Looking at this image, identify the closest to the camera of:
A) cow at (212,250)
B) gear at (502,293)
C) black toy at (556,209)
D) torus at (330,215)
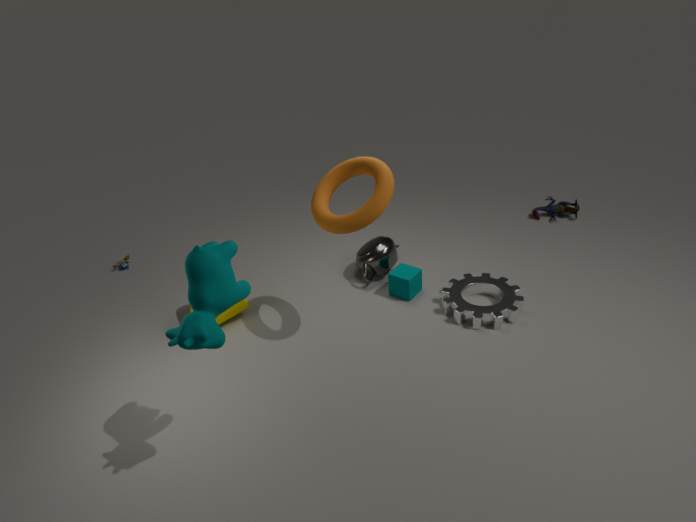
cow at (212,250)
